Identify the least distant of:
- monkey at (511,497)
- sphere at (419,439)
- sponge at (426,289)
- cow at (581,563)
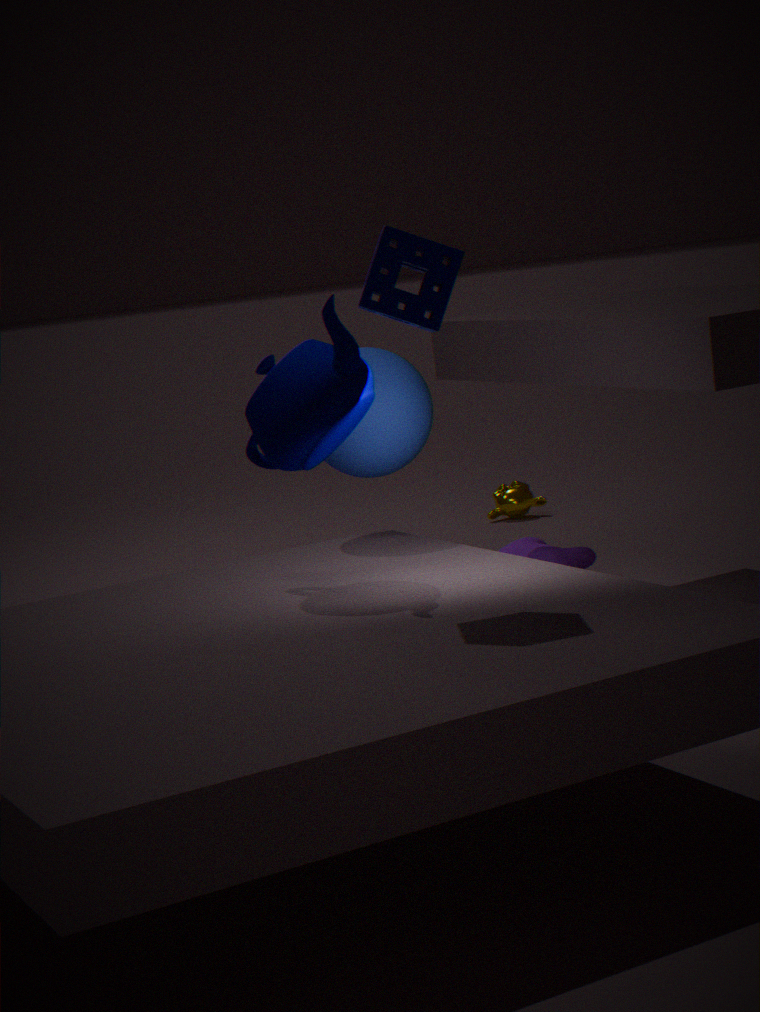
sponge at (426,289)
